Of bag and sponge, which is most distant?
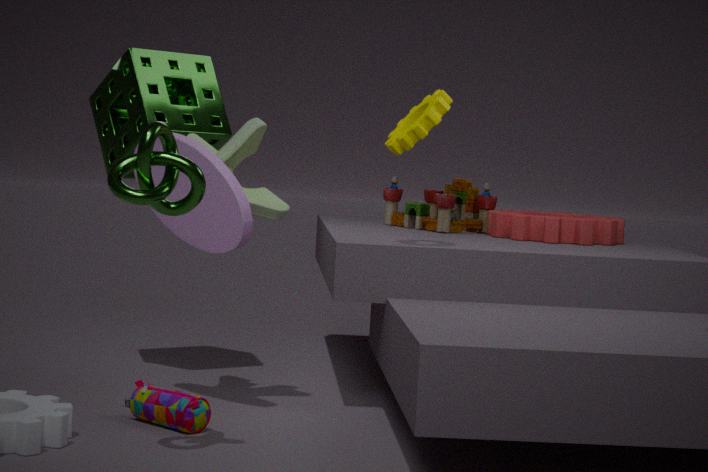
sponge
